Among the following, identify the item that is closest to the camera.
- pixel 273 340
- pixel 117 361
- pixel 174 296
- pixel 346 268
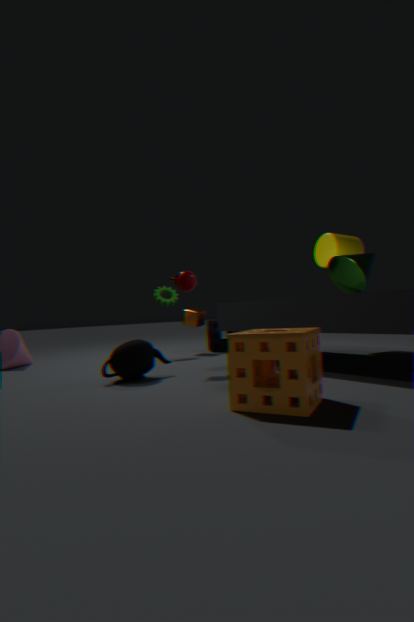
pixel 273 340
